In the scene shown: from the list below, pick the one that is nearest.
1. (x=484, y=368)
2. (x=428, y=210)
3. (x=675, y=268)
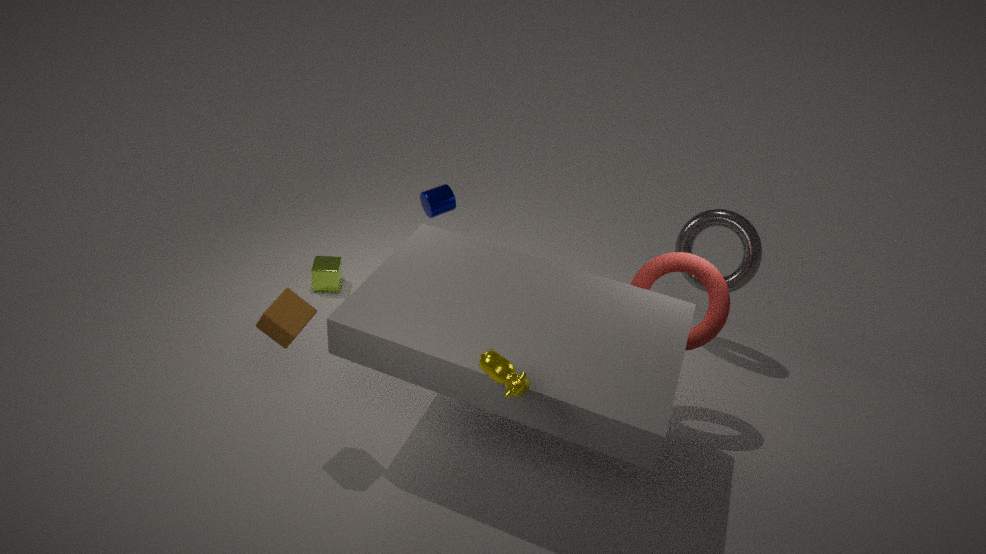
(x=484, y=368)
